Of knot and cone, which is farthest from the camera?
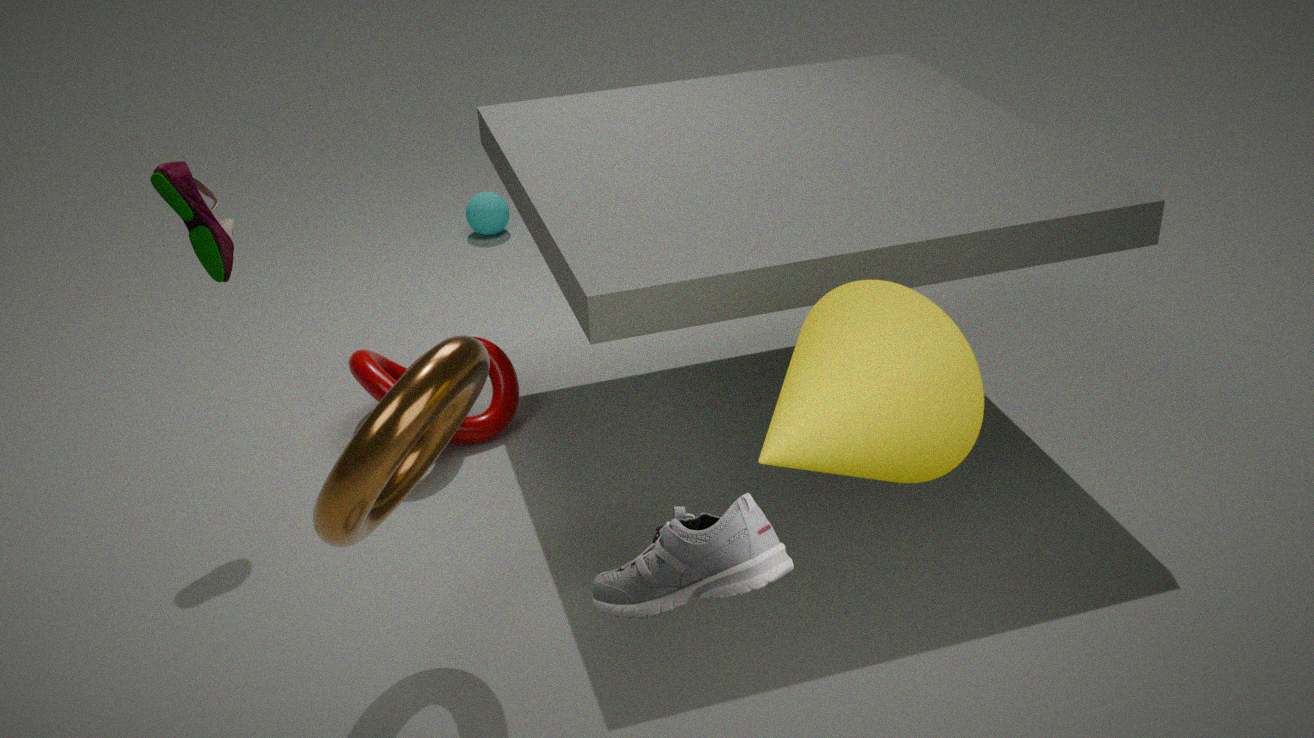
knot
